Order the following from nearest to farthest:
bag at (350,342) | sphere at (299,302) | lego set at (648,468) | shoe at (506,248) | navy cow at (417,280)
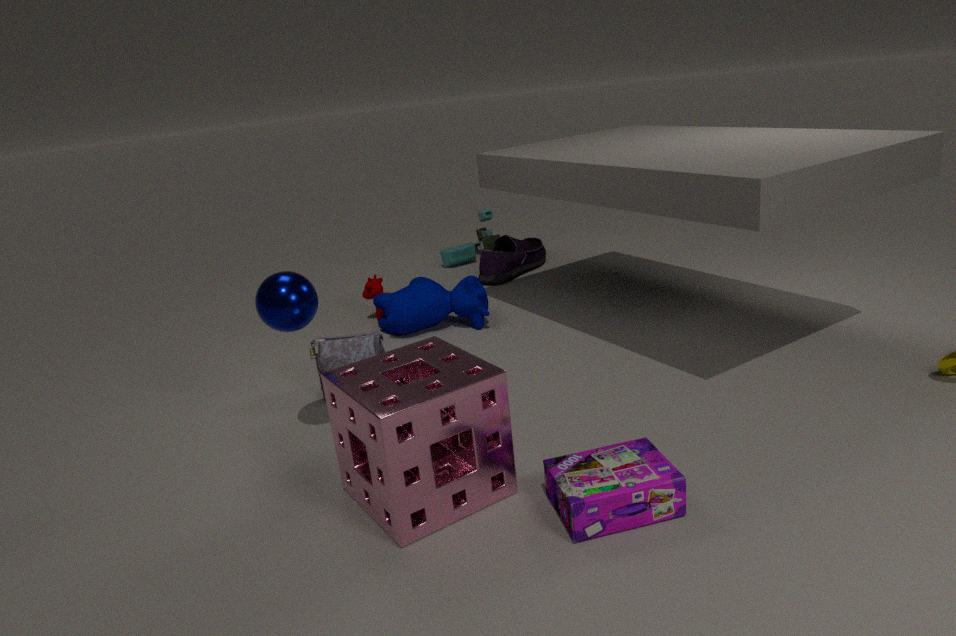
lego set at (648,468) < sphere at (299,302) < bag at (350,342) < navy cow at (417,280) < shoe at (506,248)
